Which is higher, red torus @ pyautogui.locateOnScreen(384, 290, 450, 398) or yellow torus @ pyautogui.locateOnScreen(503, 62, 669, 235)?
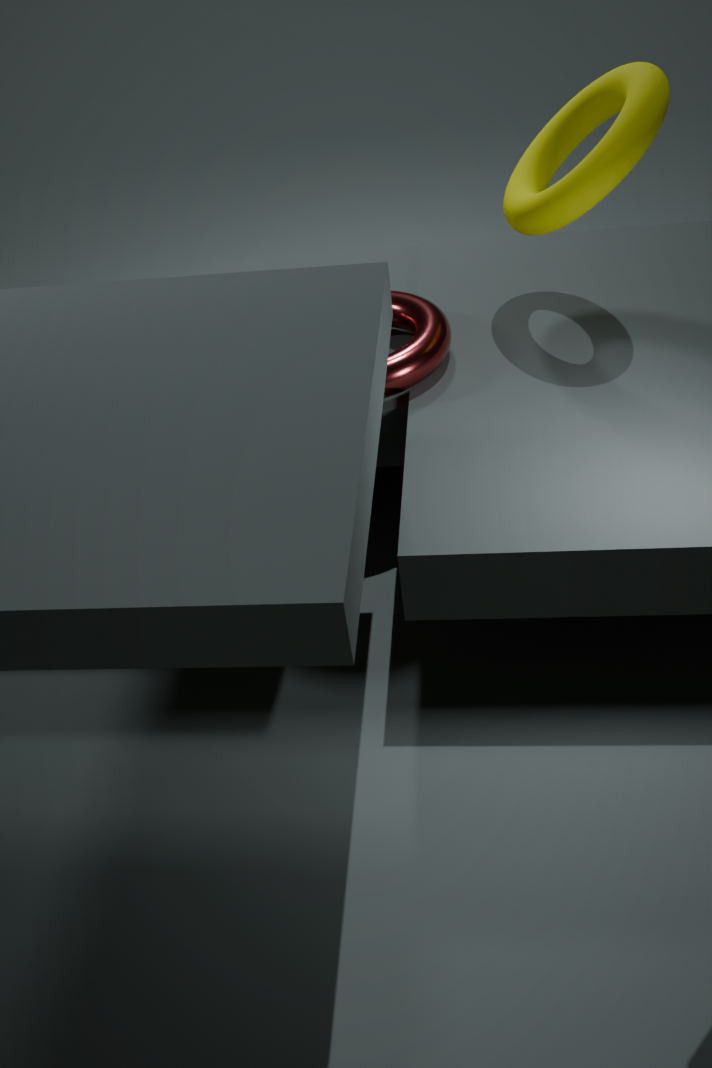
yellow torus @ pyautogui.locateOnScreen(503, 62, 669, 235)
